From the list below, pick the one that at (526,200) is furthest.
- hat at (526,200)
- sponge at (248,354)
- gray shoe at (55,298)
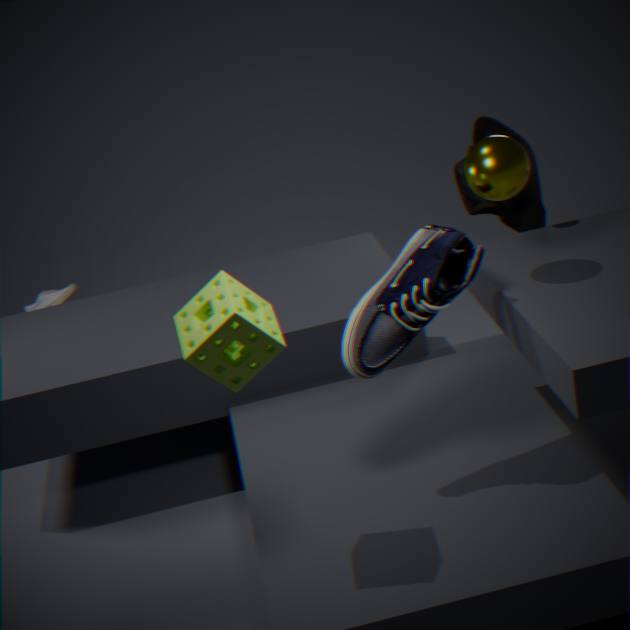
gray shoe at (55,298)
